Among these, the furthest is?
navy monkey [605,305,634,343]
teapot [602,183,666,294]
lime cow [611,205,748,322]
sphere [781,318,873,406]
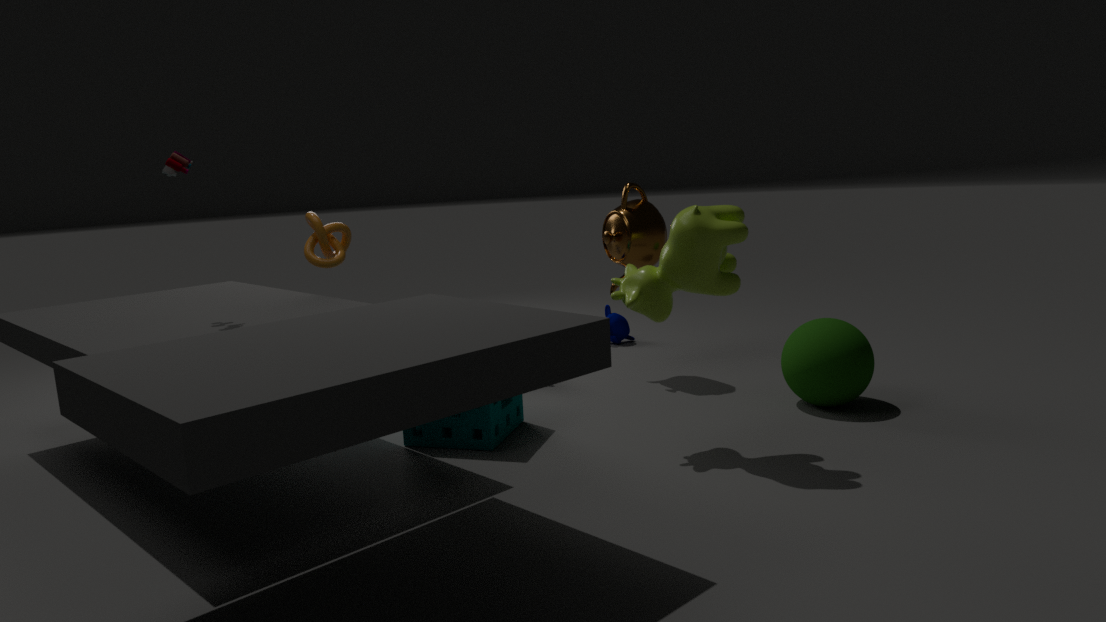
navy monkey [605,305,634,343]
